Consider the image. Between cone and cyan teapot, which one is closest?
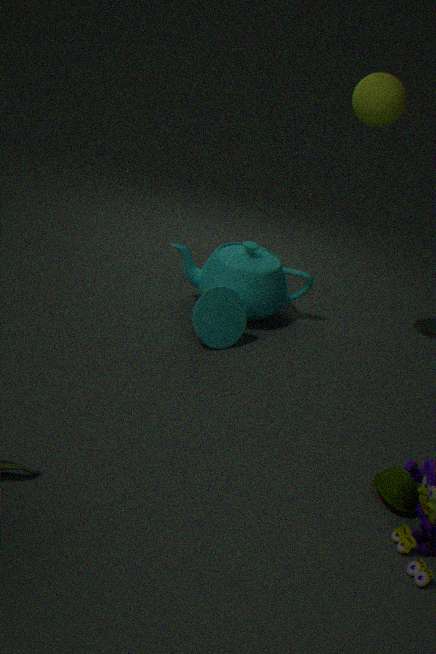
cone
